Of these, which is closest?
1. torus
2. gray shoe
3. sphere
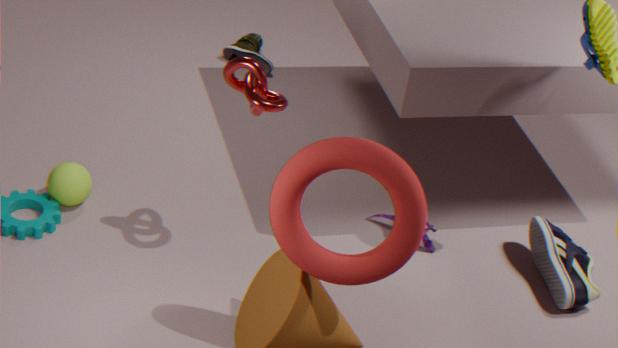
torus
